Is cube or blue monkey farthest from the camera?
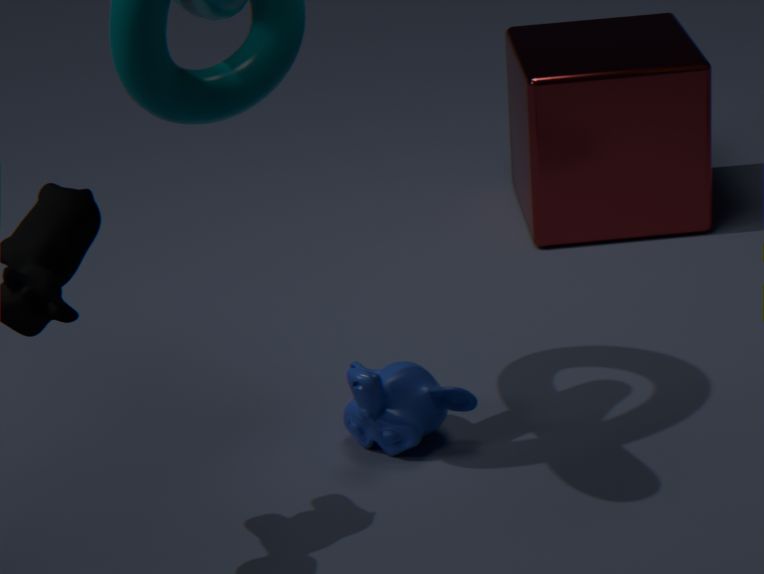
cube
